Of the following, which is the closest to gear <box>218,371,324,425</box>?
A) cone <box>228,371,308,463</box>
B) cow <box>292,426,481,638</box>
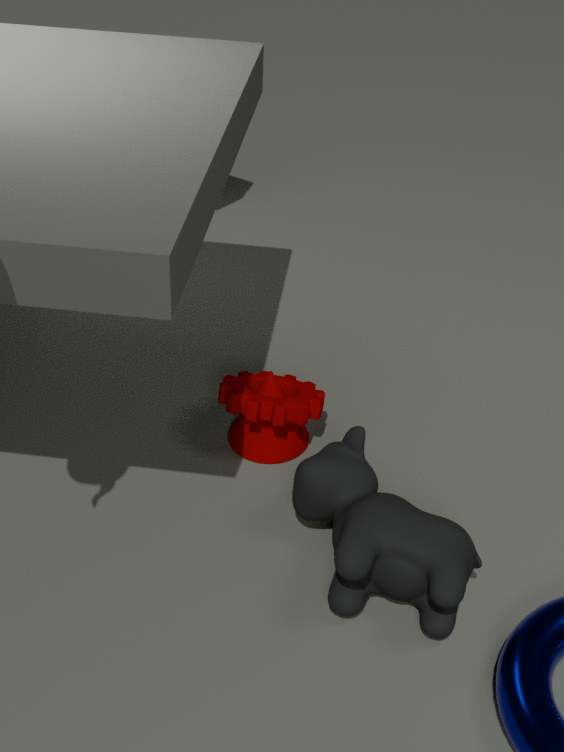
cone <box>228,371,308,463</box>
